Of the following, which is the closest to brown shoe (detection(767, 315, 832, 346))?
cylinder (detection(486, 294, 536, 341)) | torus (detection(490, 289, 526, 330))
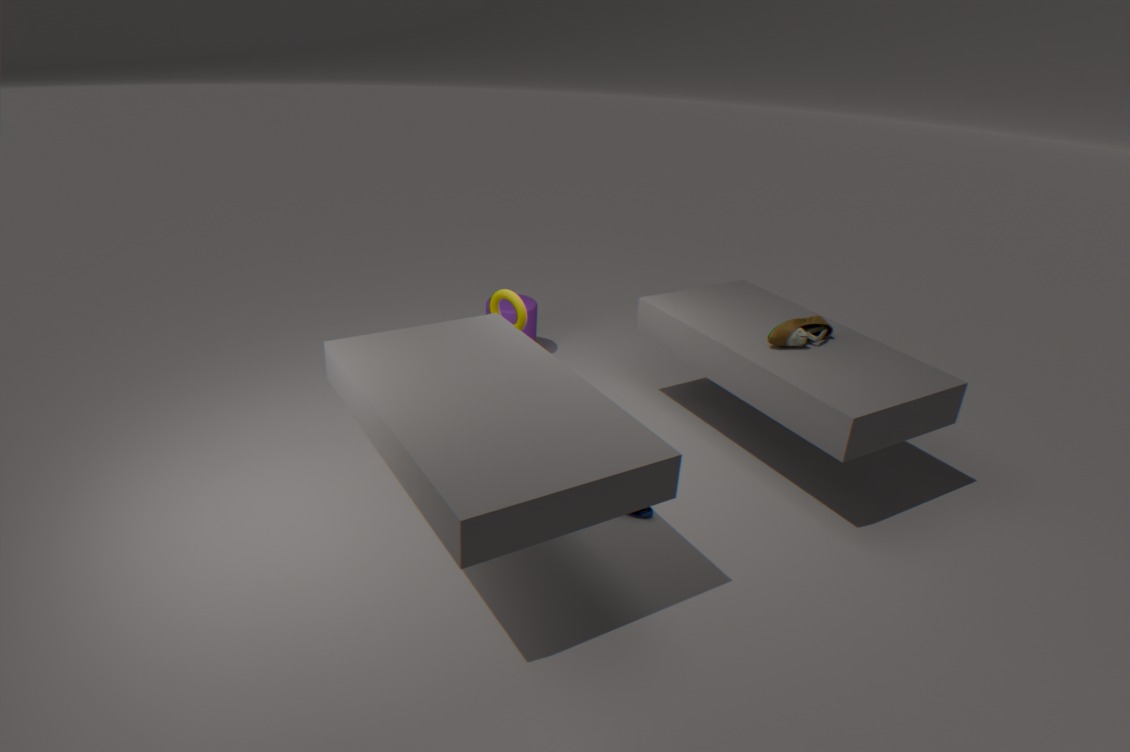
torus (detection(490, 289, 526, 330))
